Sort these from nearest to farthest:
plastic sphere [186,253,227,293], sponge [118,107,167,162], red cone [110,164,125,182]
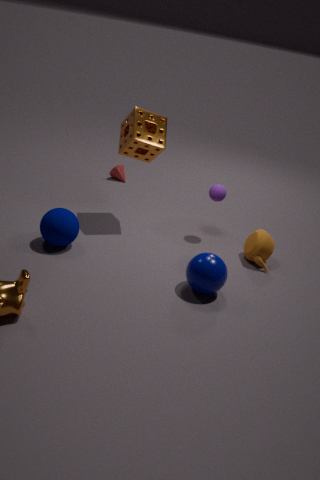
1. plastic sphere [186,253,227,293]
2. sponge [118,107,167,162]
3. red cone [110,164,125,182]
